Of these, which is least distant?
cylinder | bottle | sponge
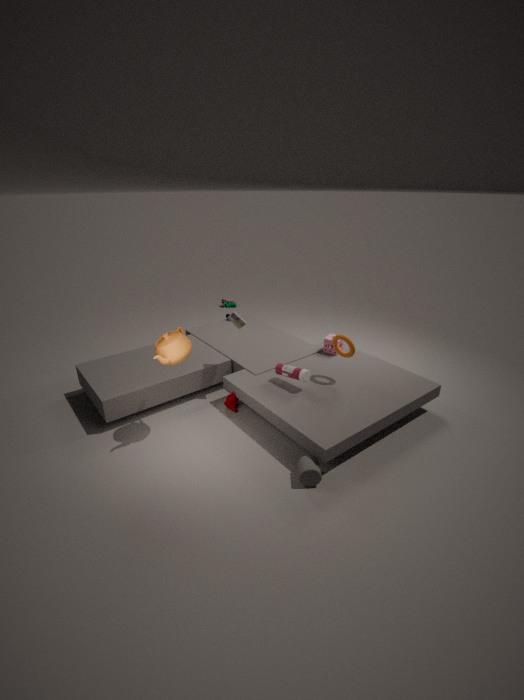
cylinder
